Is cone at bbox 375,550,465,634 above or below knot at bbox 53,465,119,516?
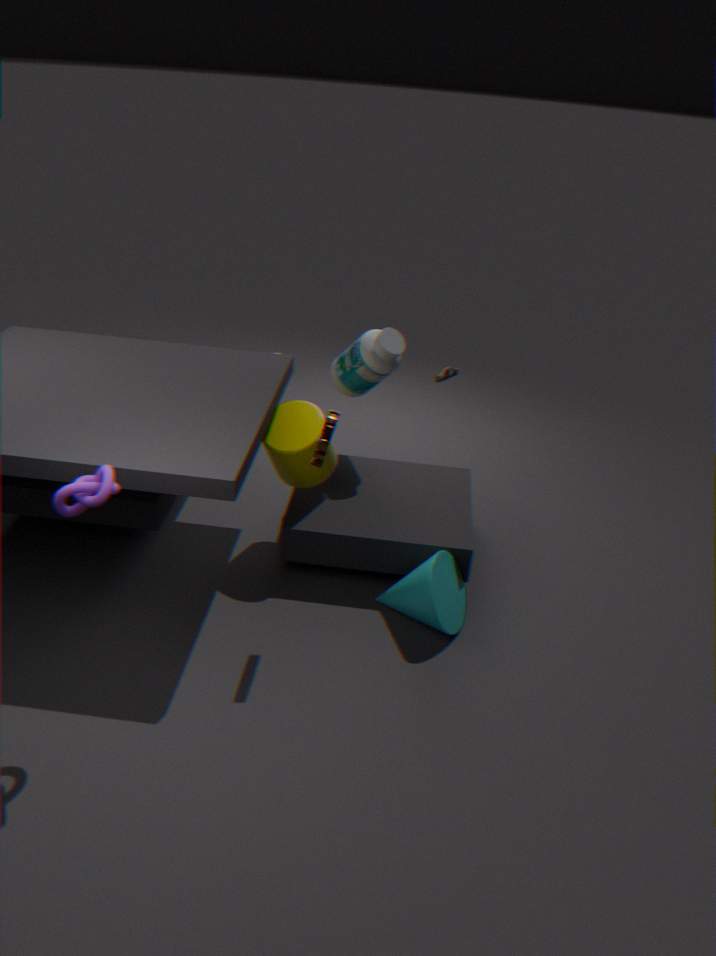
below
